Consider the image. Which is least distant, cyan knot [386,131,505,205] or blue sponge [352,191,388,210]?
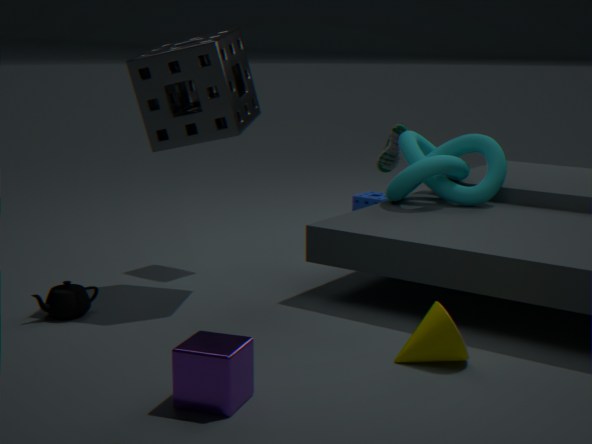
cyan knot [386,131,505,205]
